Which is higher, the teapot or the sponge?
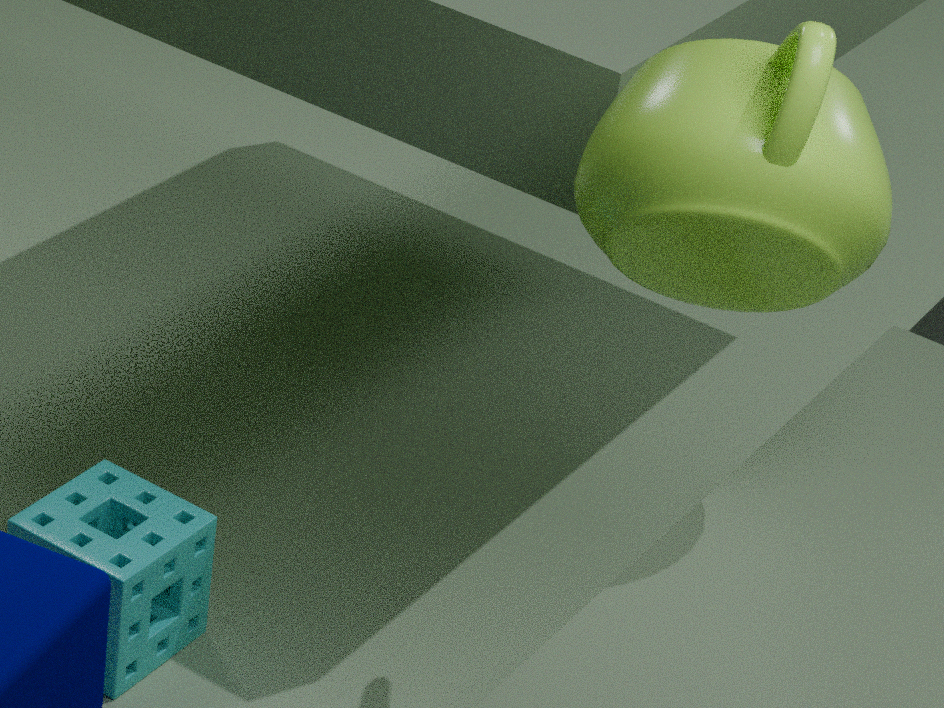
the teapot
